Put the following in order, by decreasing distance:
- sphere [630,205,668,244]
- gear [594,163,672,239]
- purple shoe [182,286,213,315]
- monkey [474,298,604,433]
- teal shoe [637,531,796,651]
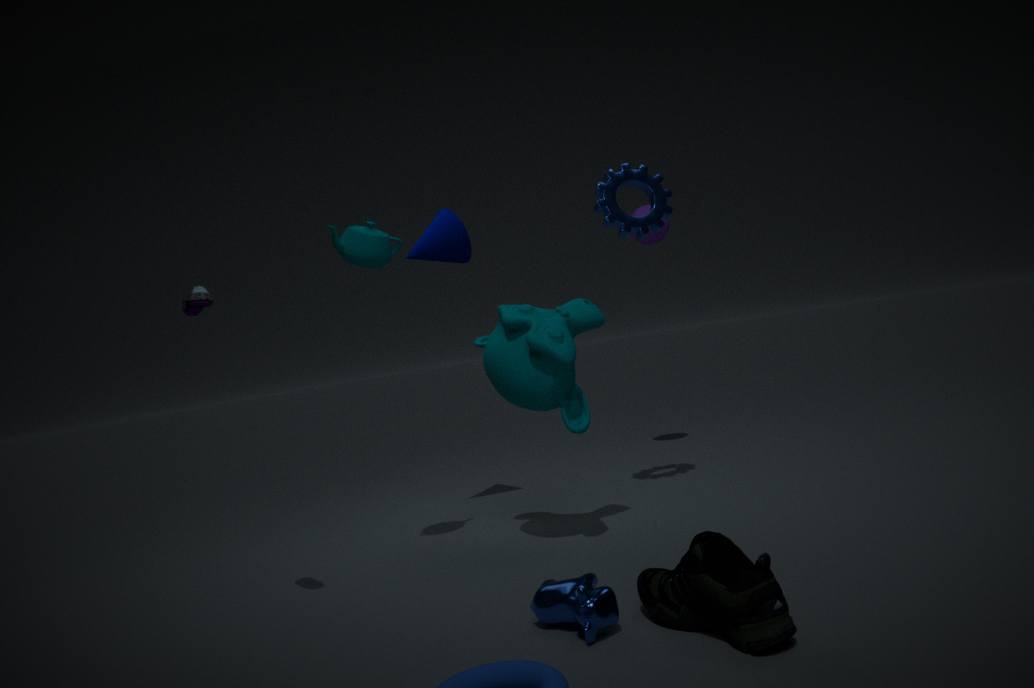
sphere [630,205,668,244], gear [594,163,672,239], monkey [474,298,604,433], purple shoe [182,286,213,315], teal shoe [637,531,796,651]
